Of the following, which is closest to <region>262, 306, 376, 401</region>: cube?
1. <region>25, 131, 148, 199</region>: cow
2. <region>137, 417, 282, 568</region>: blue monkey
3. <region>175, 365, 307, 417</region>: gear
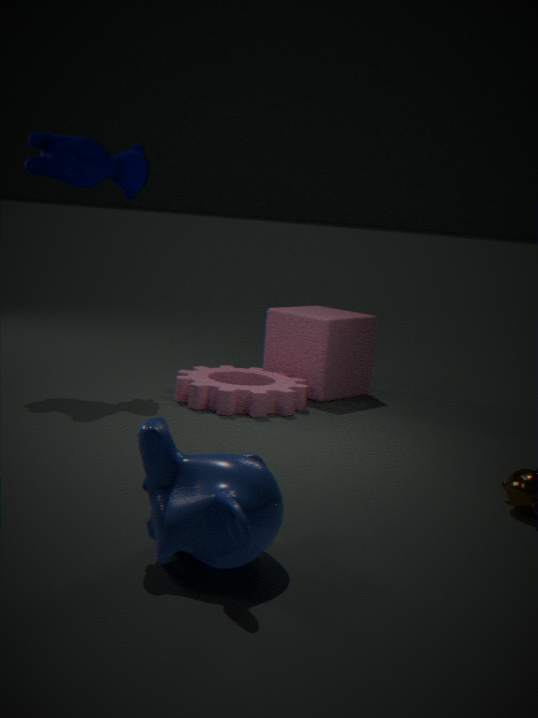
<region>175, 365, 307, 417</region>: gear
